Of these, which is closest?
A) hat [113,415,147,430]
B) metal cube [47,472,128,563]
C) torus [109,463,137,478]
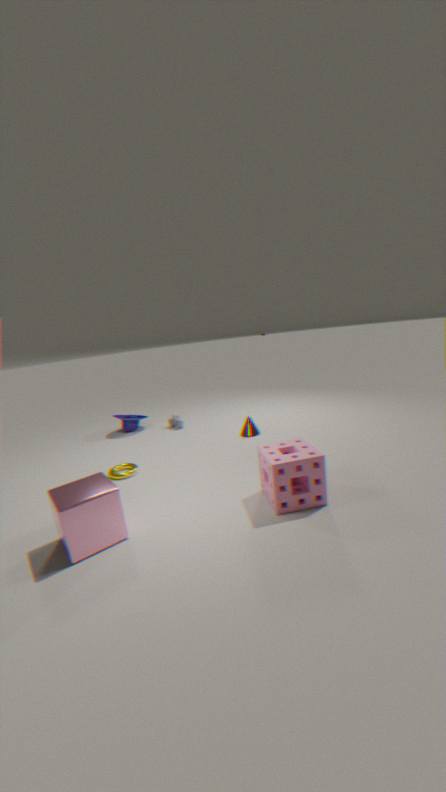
metal cube [47,472,128,563]
